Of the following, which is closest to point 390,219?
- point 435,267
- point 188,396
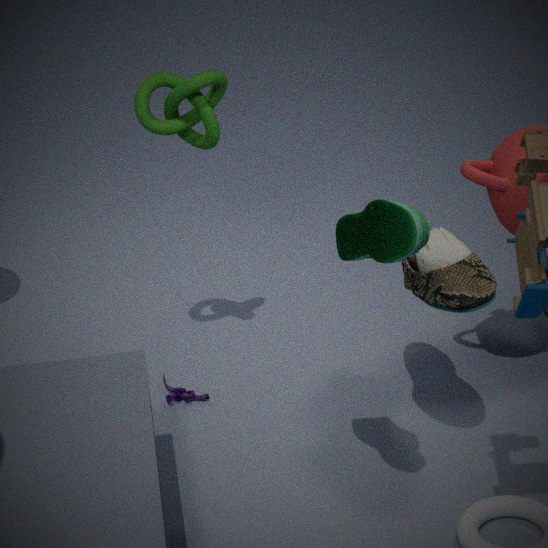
point 435,267
